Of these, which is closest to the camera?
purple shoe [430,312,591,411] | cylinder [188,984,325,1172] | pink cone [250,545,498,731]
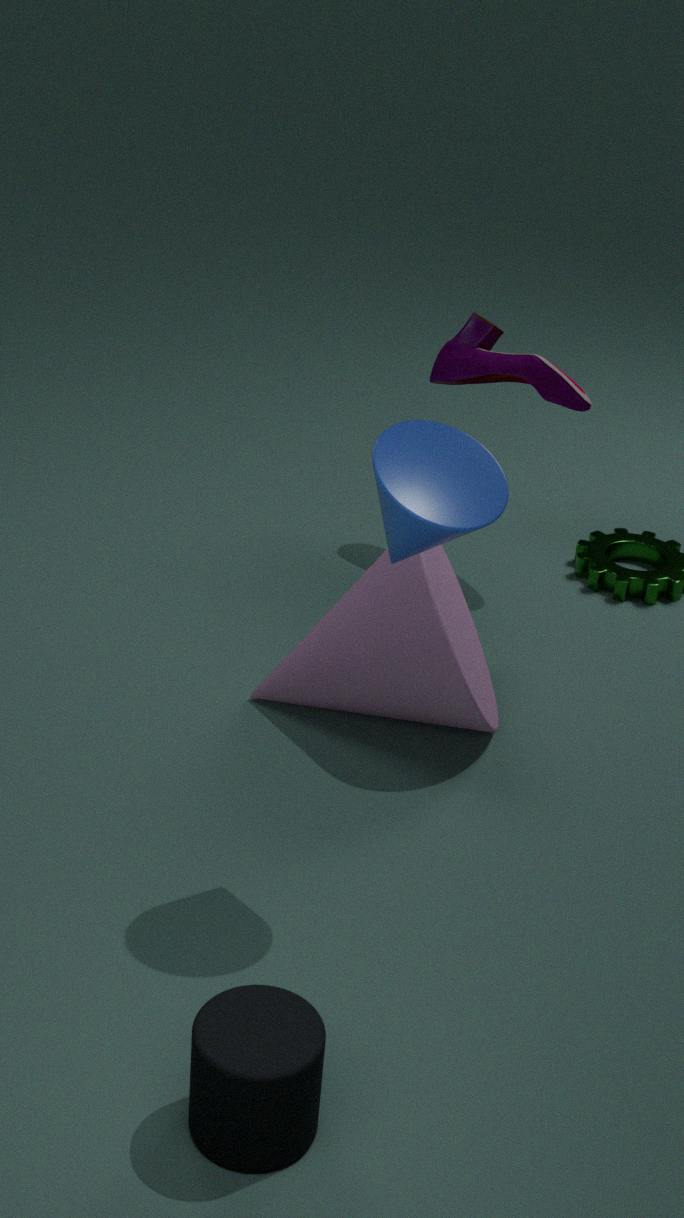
cylinder [188,984,325,1172]
